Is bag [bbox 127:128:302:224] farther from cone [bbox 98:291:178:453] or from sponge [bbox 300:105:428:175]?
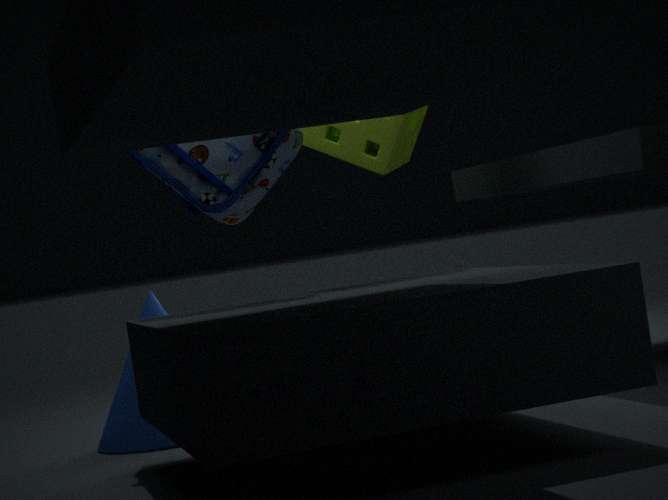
cone [bbox 98:291:178:453]
